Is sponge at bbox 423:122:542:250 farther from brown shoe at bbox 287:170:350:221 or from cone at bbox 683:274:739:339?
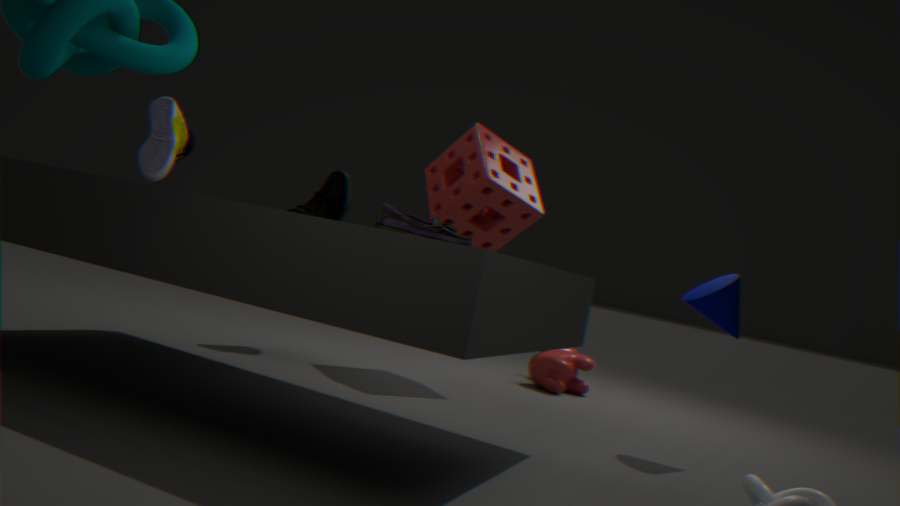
cone at bbox 683:274:739:339
